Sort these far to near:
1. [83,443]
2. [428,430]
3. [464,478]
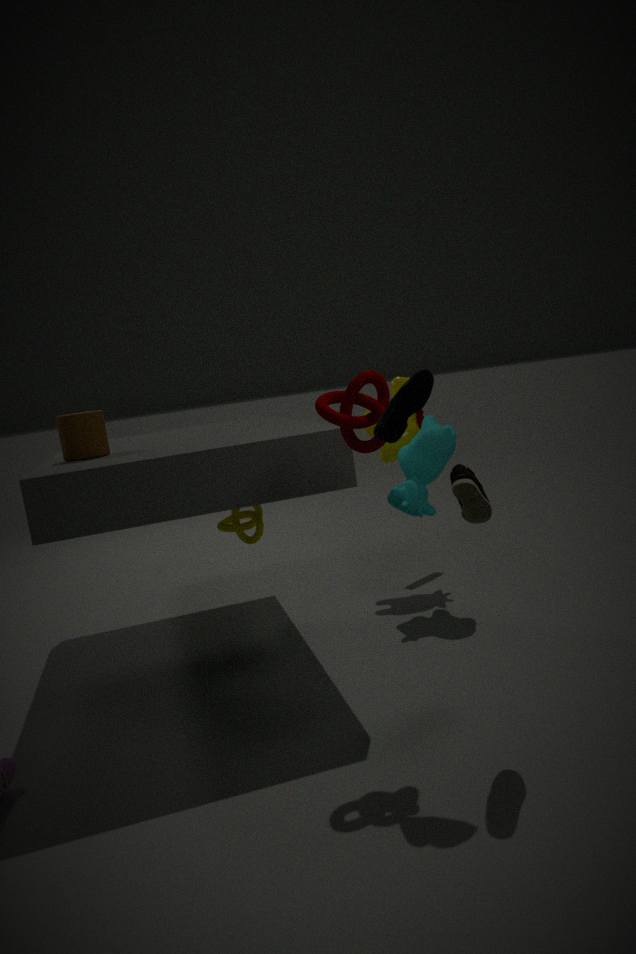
[428,430]
[83,443]
[464,478]
